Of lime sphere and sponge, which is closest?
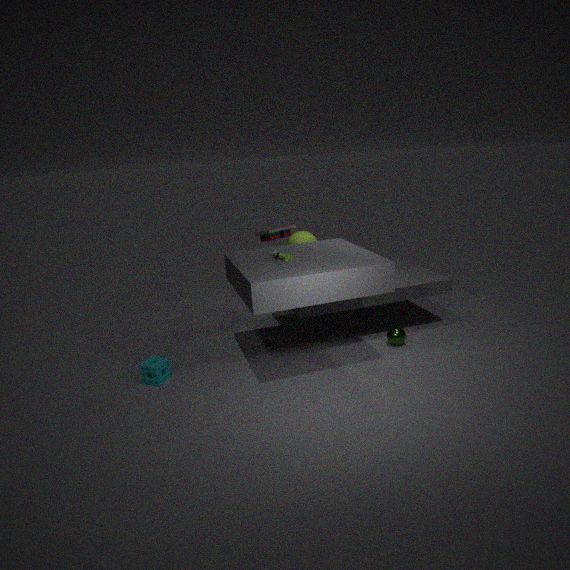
sponge
